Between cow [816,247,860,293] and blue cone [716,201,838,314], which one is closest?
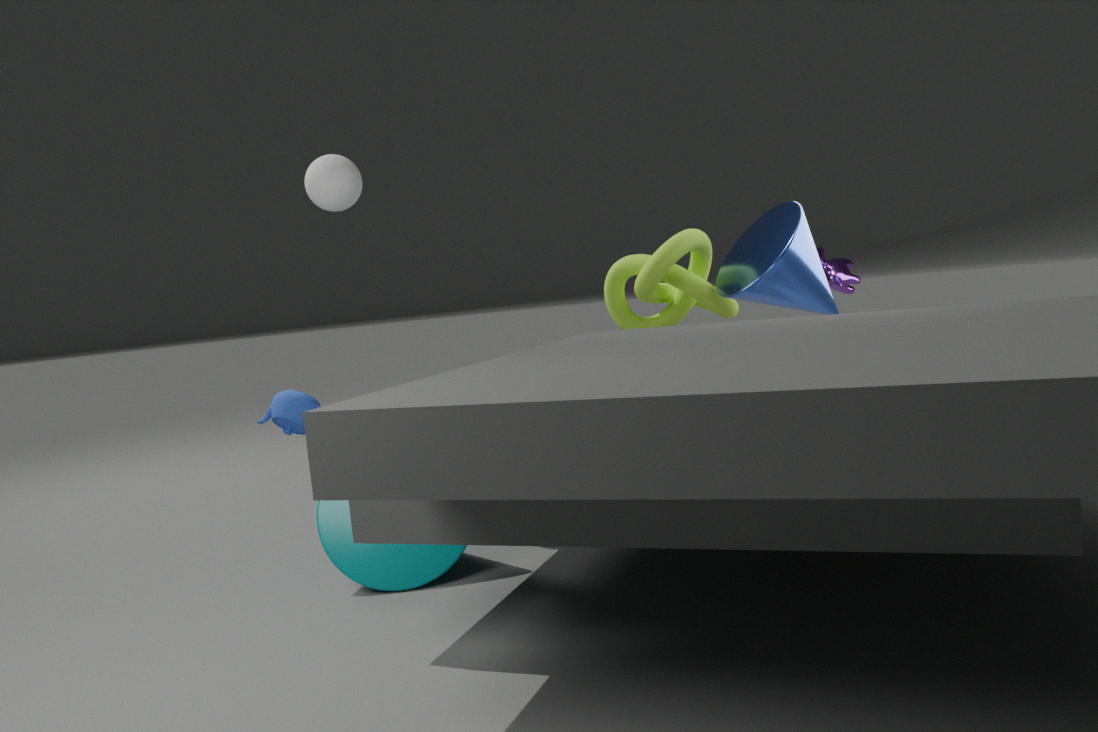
blue cone [716,201,838,314]
